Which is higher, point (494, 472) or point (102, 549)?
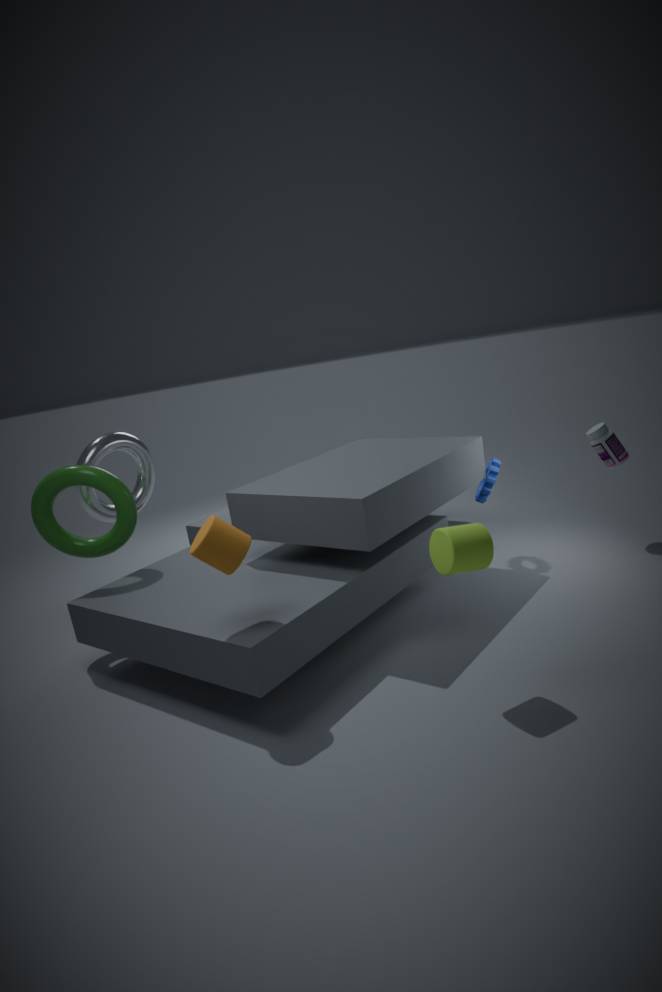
point (102, 549)
